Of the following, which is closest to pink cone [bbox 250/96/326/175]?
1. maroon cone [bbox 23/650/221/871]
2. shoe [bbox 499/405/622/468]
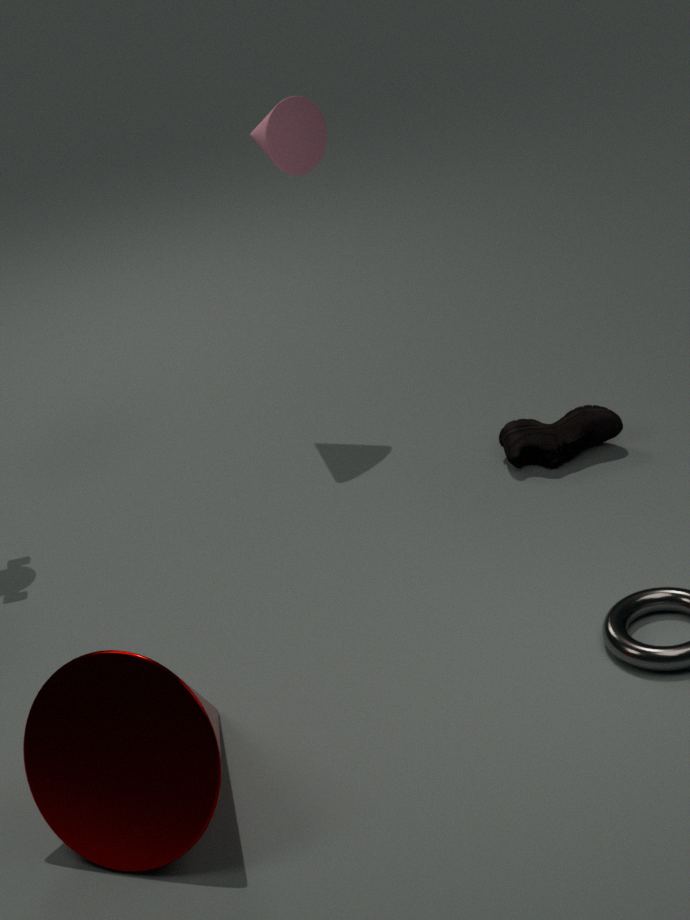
shoe [bbox 499/405/622/468]
